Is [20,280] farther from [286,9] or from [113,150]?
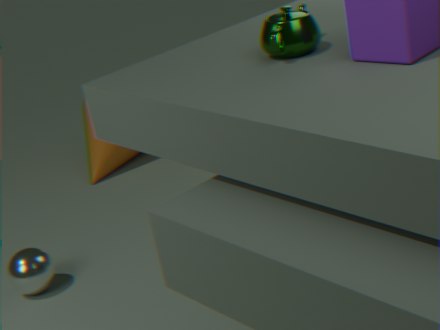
[286,9]
